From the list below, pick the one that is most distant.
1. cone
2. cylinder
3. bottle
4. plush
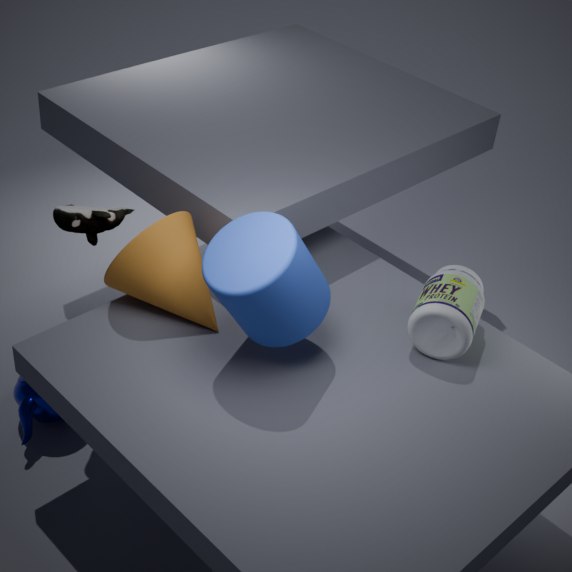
plush
